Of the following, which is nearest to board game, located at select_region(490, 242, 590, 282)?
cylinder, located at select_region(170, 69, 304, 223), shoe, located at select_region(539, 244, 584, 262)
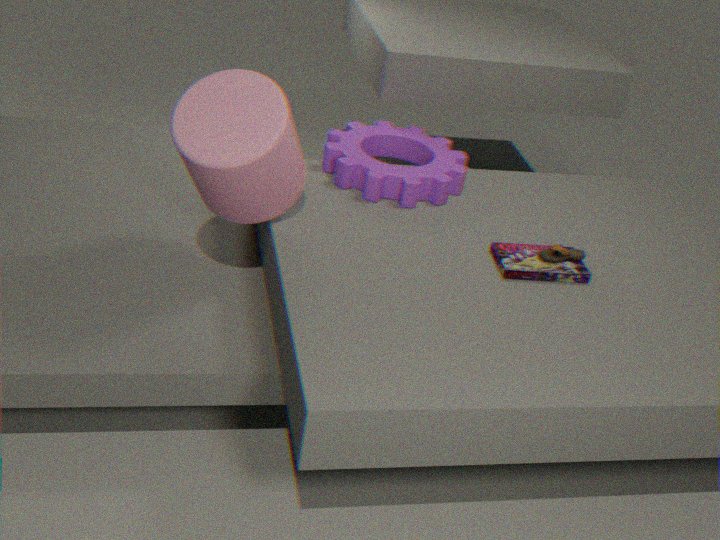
shoe, located at select_region(539, 244, 584, 262)
